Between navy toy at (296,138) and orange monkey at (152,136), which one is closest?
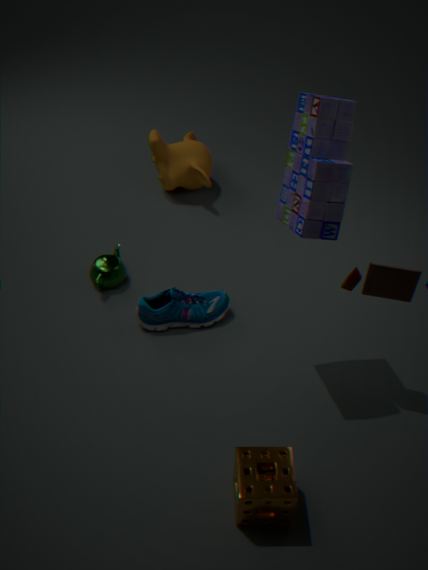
navy toy at (296,138)
